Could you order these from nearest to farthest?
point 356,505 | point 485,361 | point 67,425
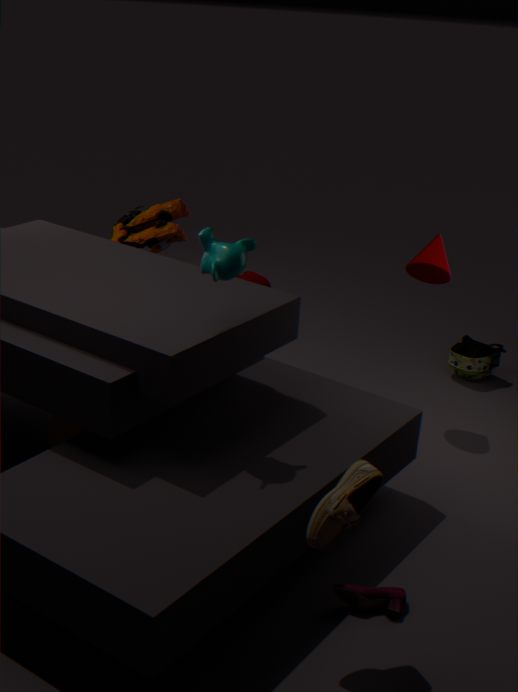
point 356,505
point 67,425
point 485,361
